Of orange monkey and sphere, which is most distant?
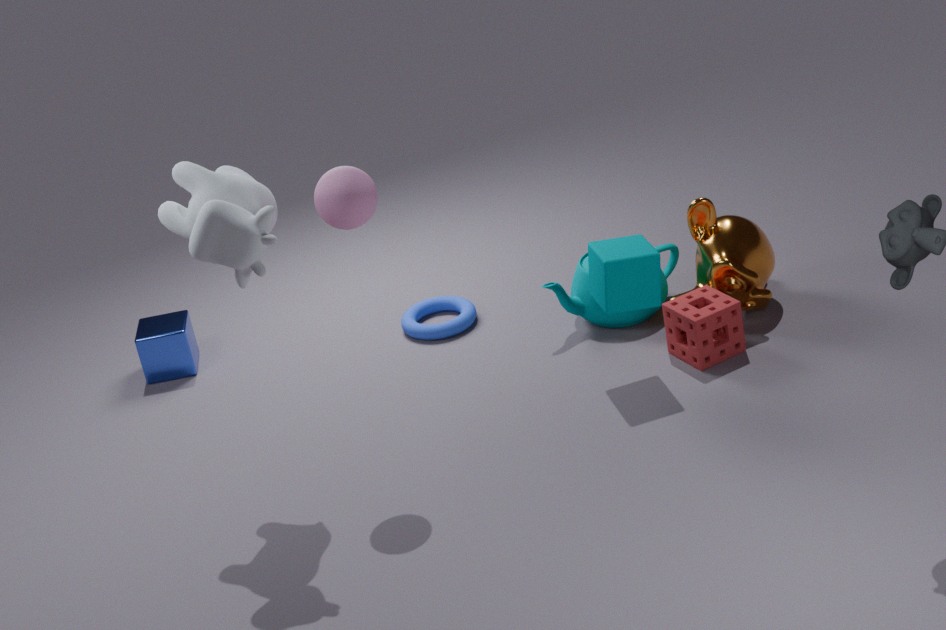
orange monkey
